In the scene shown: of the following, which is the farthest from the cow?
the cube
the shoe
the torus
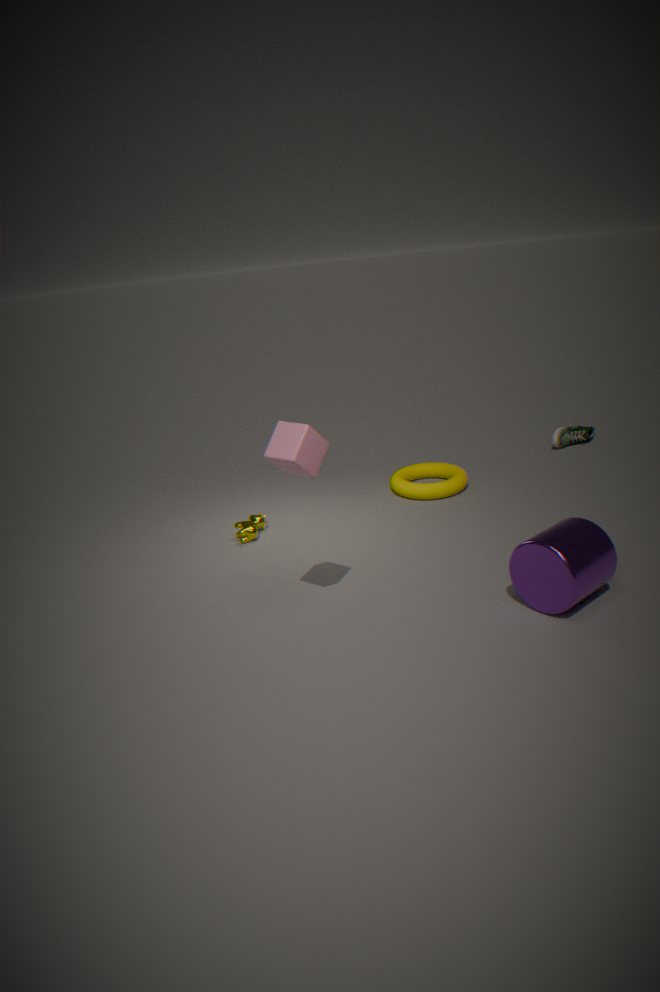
the shoe
